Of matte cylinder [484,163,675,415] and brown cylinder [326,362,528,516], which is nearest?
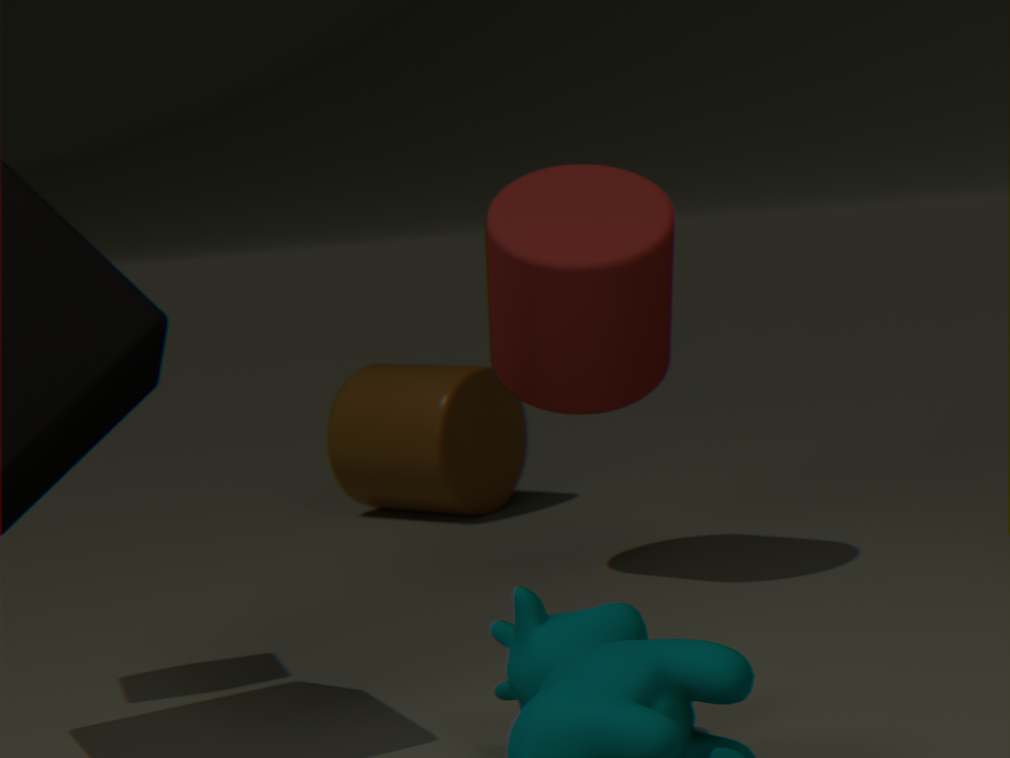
matte cylinder [484,163,675,415]
